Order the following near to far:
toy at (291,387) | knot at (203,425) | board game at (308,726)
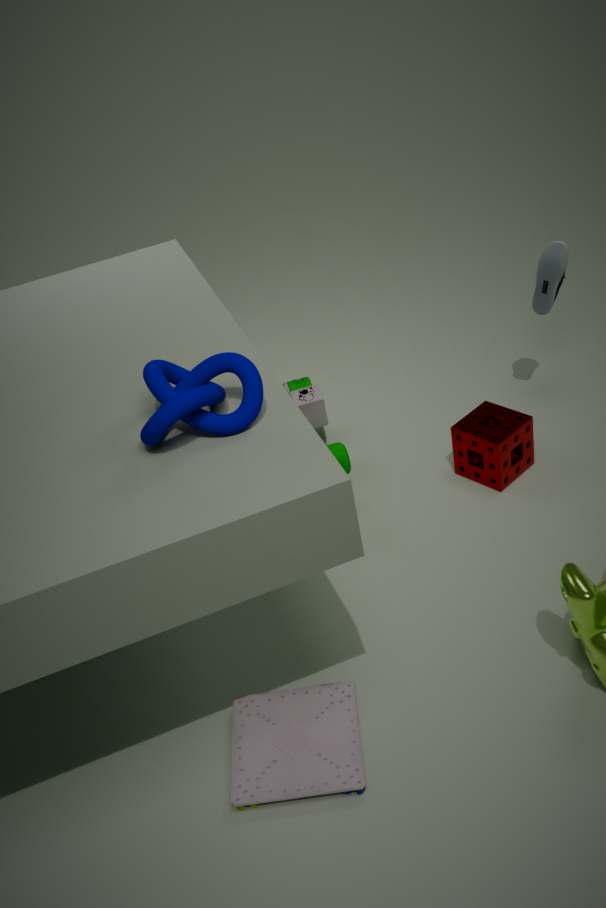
1. knot at (203,425)
2. board game at (308,726)
3. toy at (291,387)
